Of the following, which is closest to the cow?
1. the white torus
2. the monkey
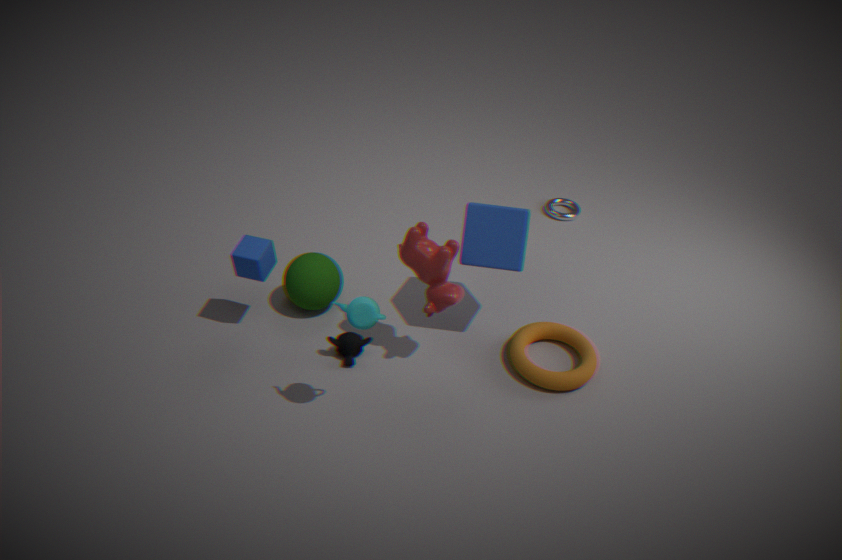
the monkey
